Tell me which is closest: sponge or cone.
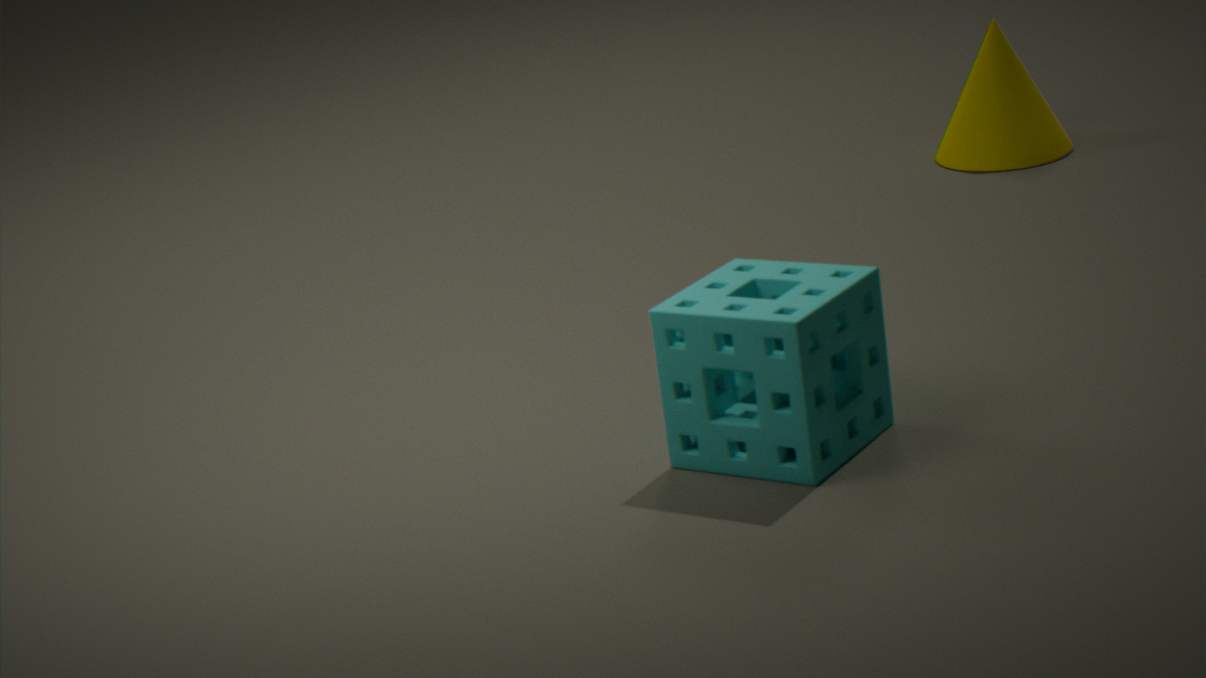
sponge
